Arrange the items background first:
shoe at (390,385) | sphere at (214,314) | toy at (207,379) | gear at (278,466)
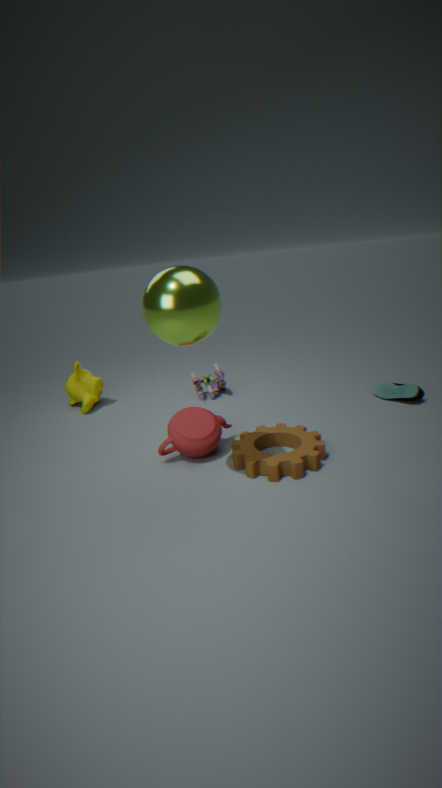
1. toy at (207,379)
2. shoe at (390,385)
3. gear at (278,466)
4. sphere at (214,314)
